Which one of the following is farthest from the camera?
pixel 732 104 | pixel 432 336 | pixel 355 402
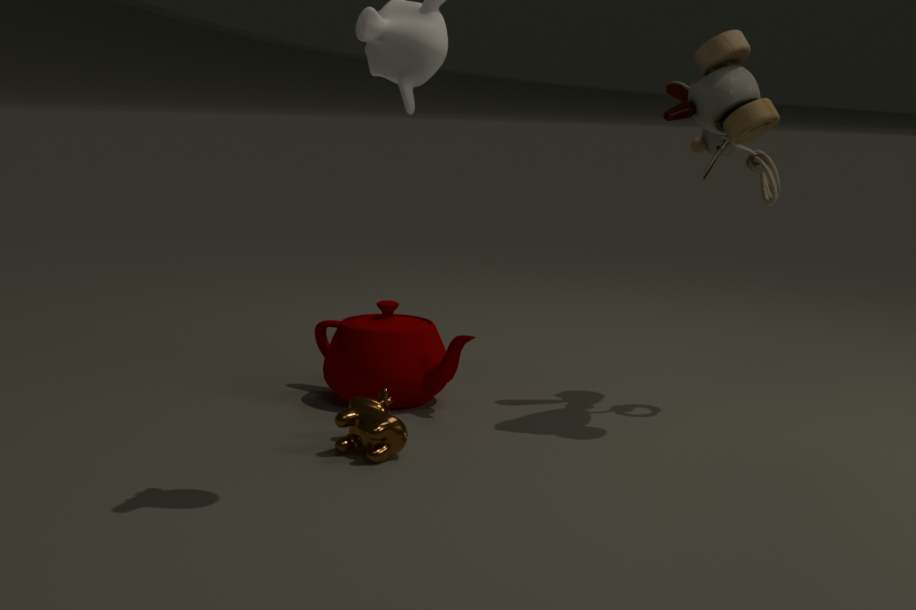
pixel 432 336
